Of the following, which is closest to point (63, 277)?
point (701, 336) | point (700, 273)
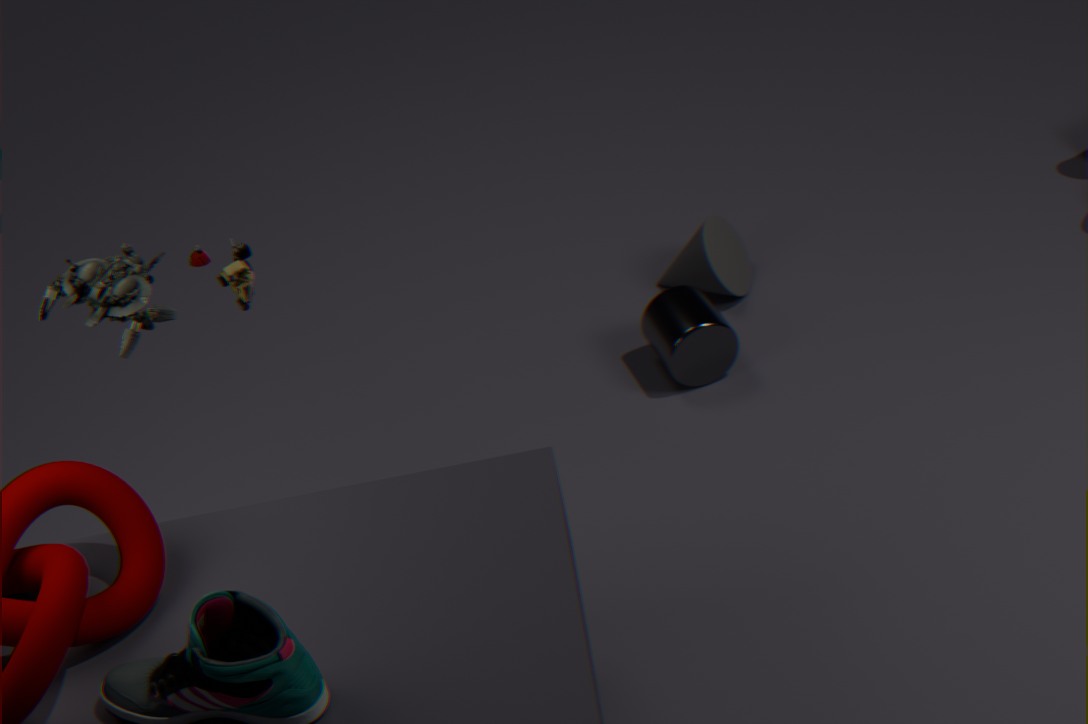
point (701, 336)
